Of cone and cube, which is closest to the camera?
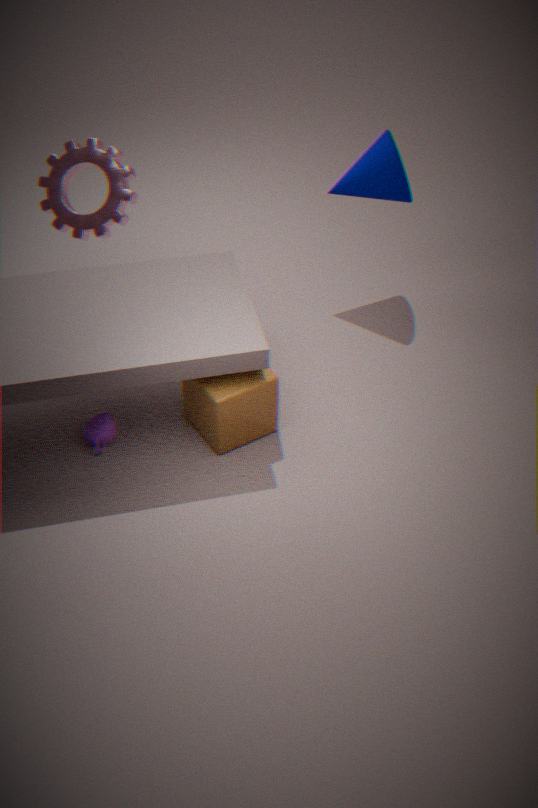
cube
